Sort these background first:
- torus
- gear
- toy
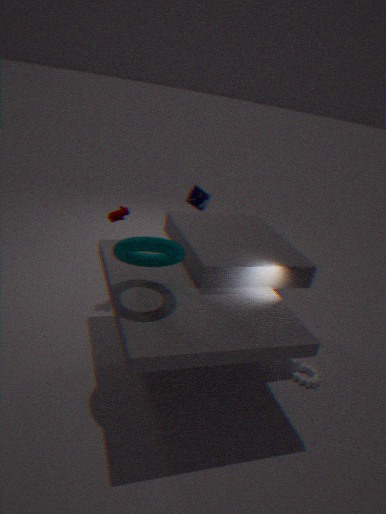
toy, gear, torus
